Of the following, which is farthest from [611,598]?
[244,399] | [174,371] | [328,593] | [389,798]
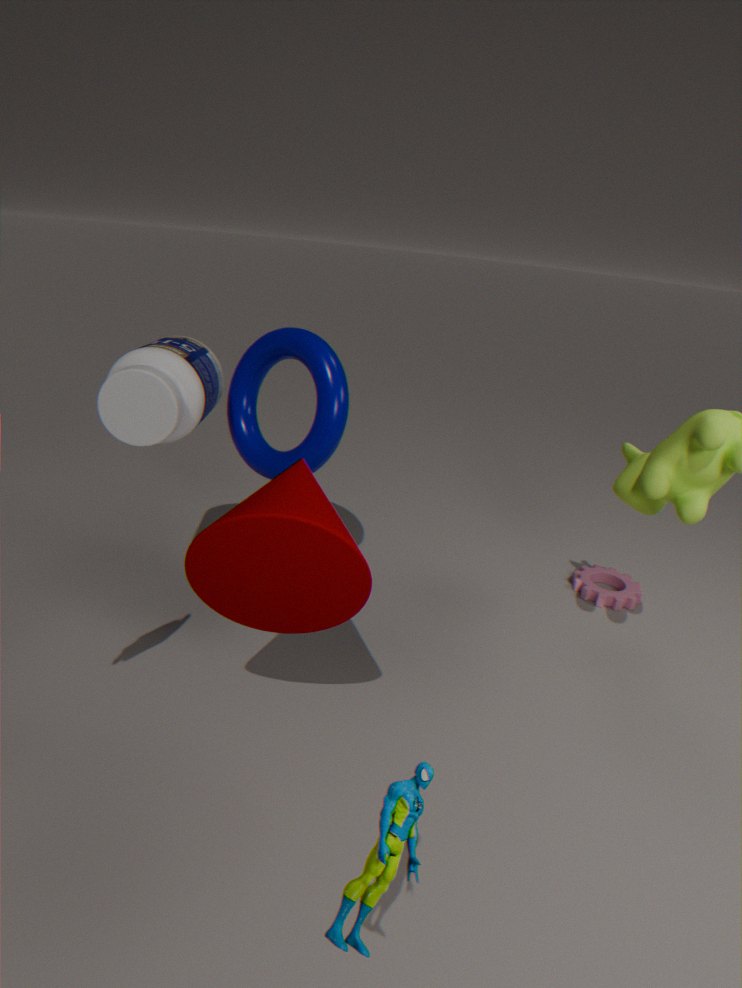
[389,798]
